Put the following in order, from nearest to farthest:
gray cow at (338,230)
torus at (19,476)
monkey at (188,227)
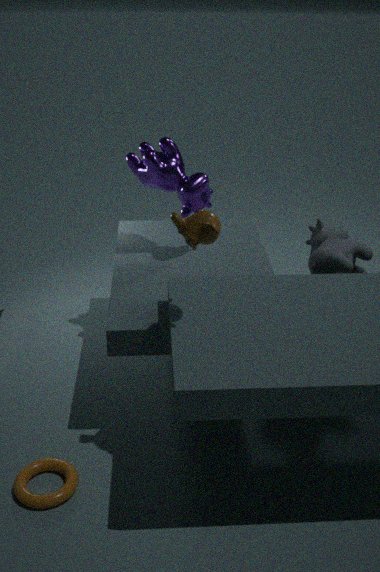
monkey at (188,227) < torus at (19,476) < gray cow at (338,230)
